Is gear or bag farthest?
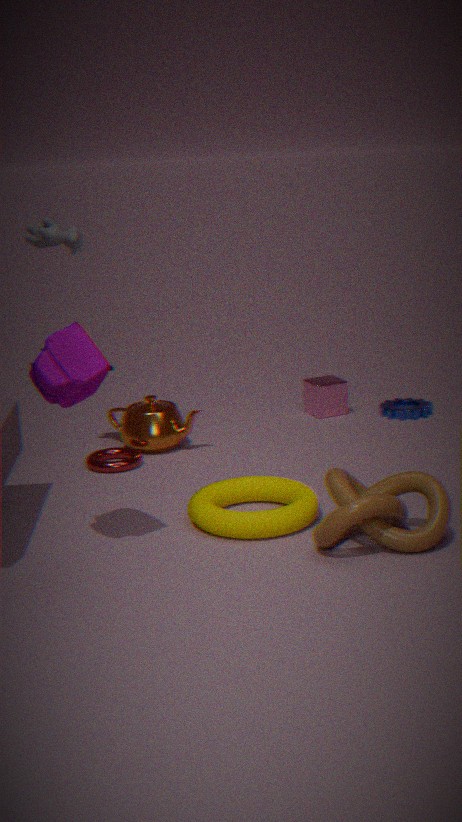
gear
